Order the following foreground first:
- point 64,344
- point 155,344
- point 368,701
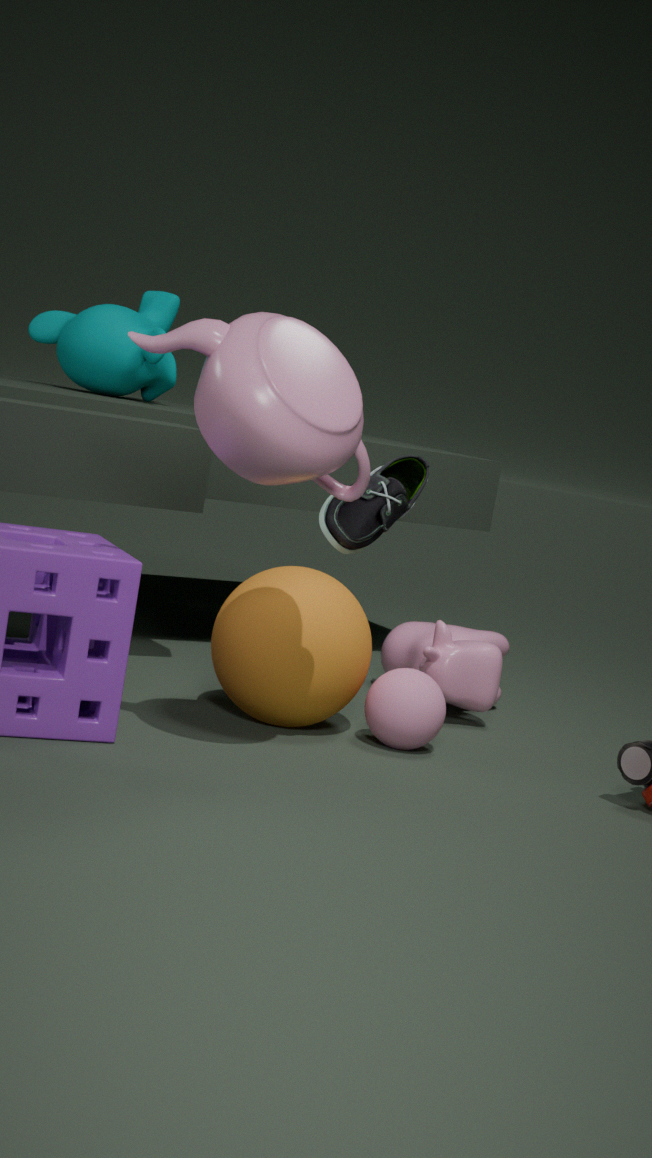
1. point 155,344
2. point 368,701
3. point 64,344
